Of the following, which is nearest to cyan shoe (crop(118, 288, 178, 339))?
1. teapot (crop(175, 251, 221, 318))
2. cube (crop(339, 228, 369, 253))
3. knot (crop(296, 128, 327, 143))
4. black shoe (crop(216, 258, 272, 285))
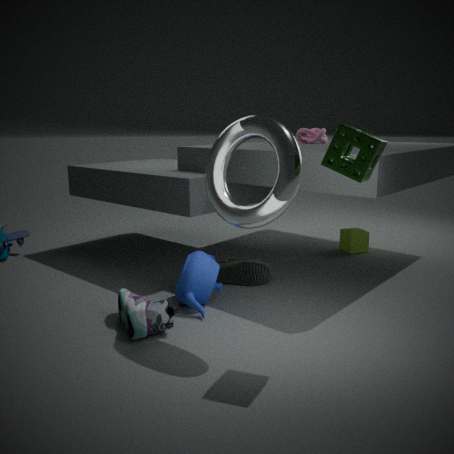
teapot (crop(175, 251, 221, 318))
